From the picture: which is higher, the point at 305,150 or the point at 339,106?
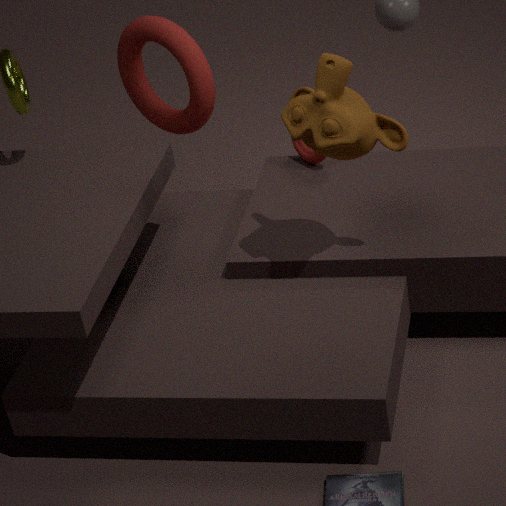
the point at 339,106
